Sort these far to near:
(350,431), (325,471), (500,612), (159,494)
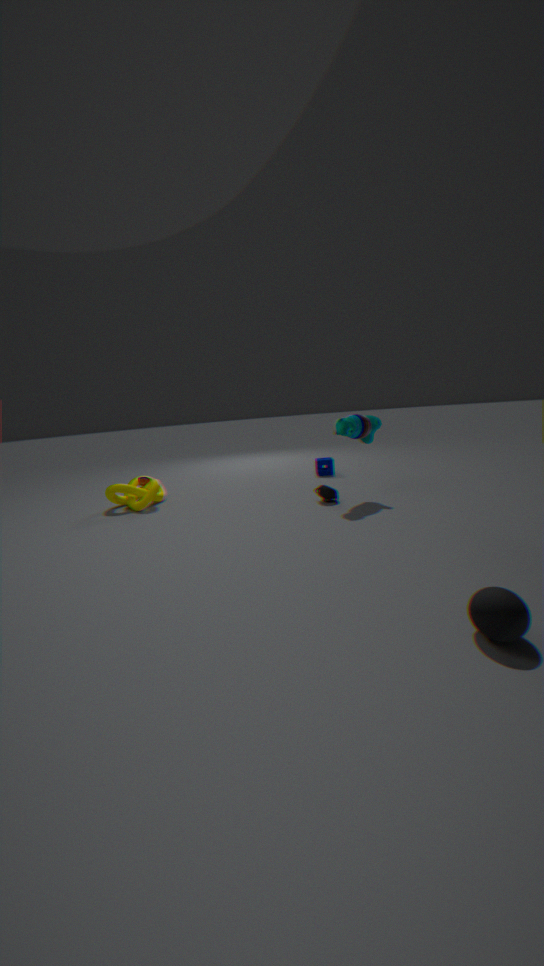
(325,471), (159,494), (350,431), (500,612)
